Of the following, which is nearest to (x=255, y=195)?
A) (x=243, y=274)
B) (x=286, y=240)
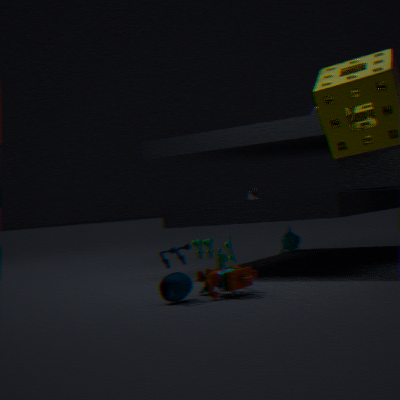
(x=286, y=240)
